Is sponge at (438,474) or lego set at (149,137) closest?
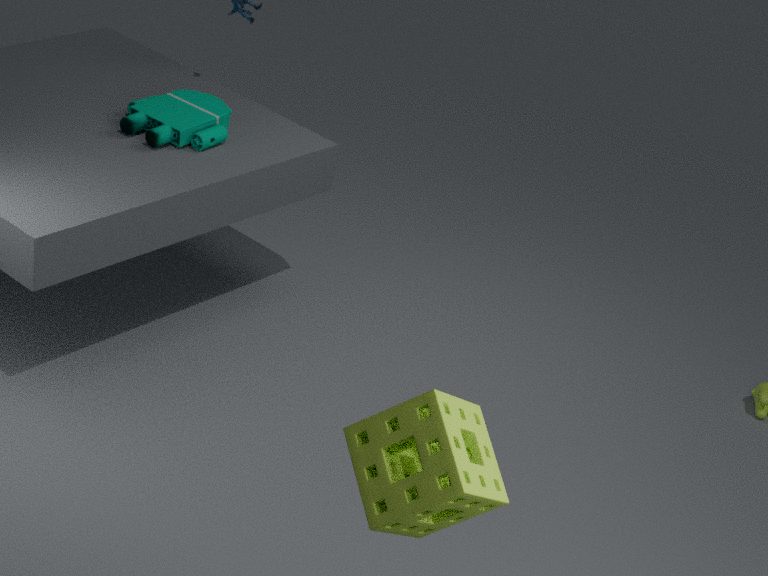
sponge at (438,474)
